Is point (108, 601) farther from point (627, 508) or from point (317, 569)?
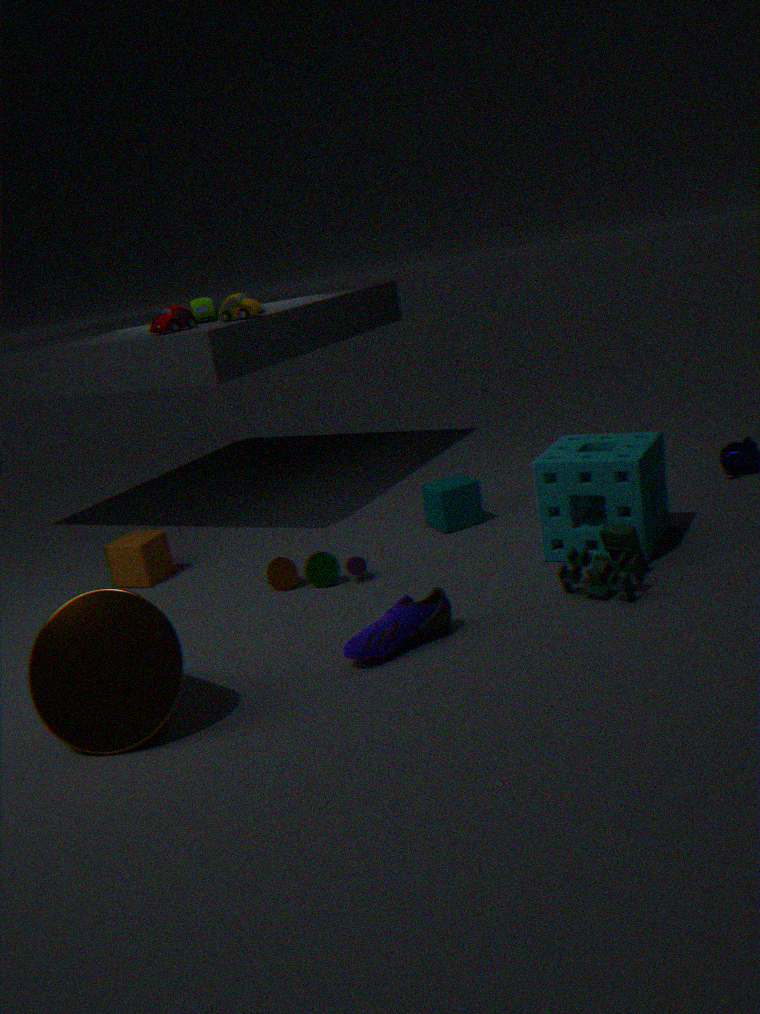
point (627, 508)
